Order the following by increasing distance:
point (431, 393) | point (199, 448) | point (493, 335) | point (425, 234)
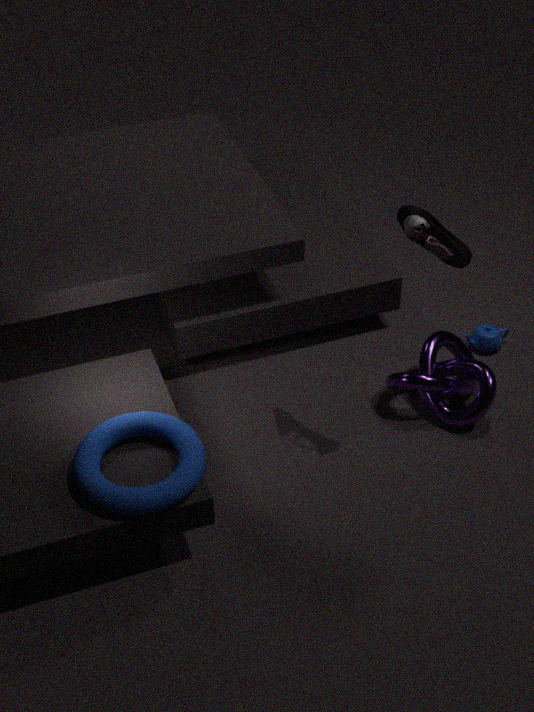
point (199, 448) → point (425, 234) → point (431, 393) → point (493, 335)
